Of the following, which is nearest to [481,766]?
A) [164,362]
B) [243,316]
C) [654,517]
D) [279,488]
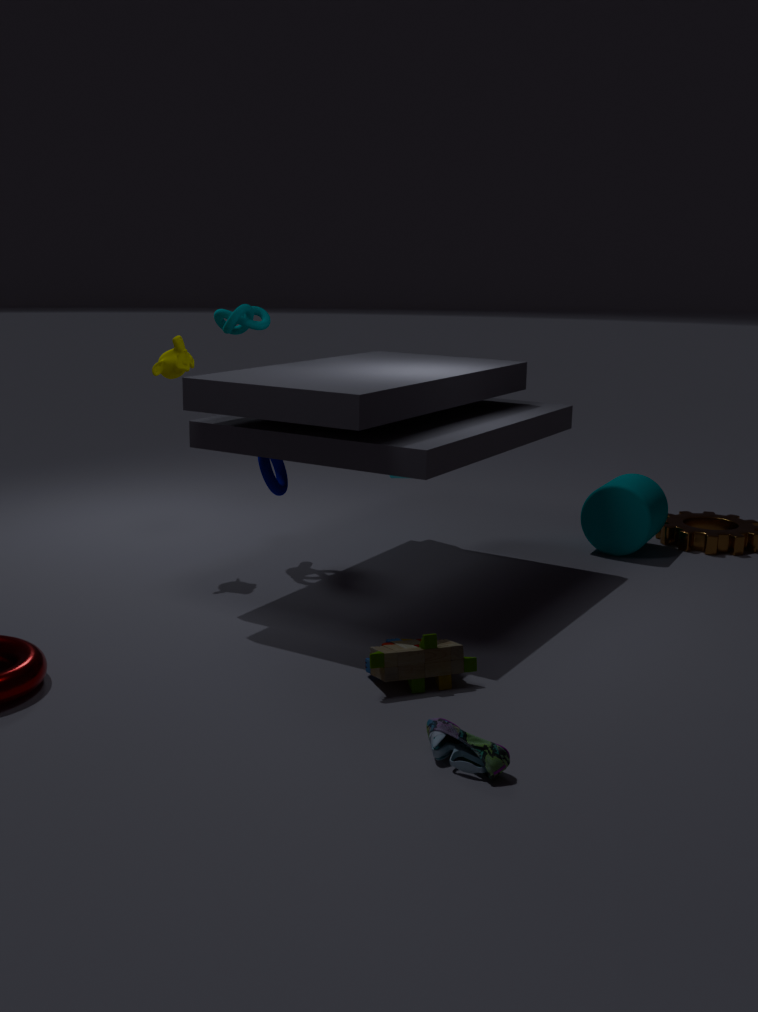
[279,488]
